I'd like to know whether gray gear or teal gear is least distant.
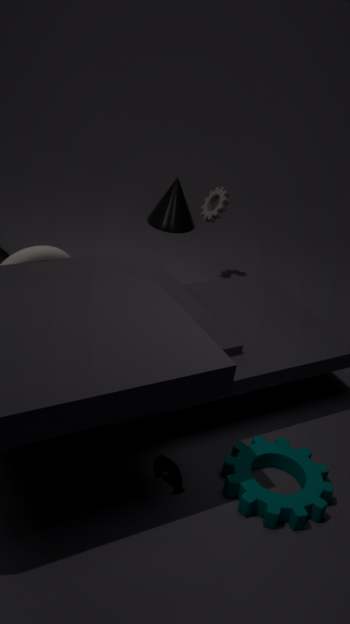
teal gear
